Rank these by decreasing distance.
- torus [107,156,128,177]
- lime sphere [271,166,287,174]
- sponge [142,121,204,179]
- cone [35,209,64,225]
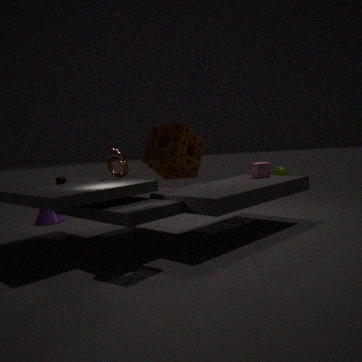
lime sphere [271,166,287,174] → cone [35,209,64,225] → torus [107,156,128,177] → sponge [142,121,204,179]
